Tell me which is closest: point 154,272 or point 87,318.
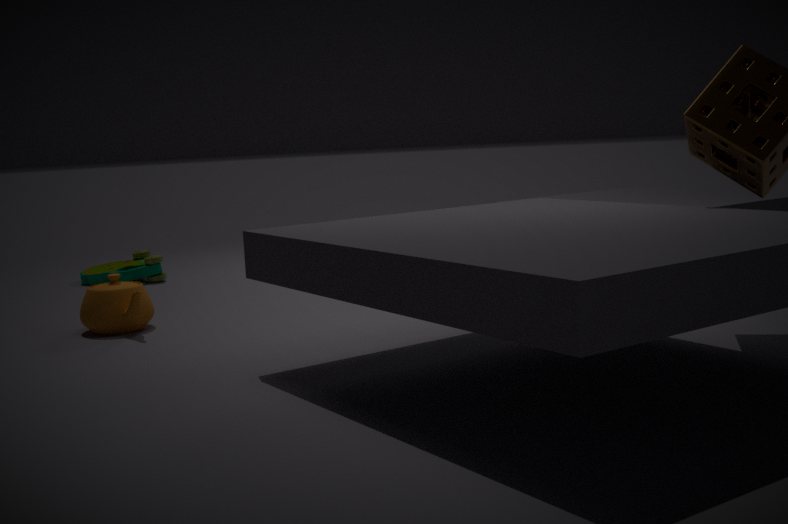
point 87,318
